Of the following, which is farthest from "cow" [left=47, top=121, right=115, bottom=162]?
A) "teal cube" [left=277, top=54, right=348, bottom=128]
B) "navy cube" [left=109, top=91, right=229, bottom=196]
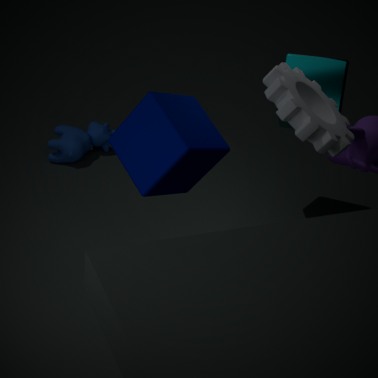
"teal cube" [left=277, top=54, right=348, bottom=128]
